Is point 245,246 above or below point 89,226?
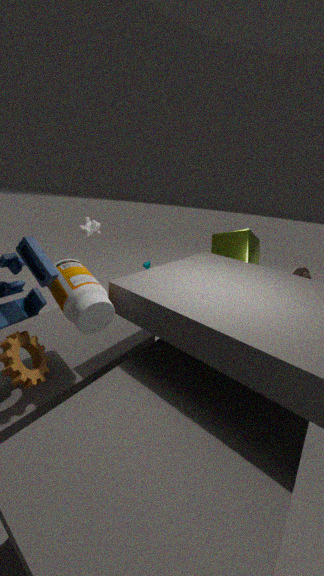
below
